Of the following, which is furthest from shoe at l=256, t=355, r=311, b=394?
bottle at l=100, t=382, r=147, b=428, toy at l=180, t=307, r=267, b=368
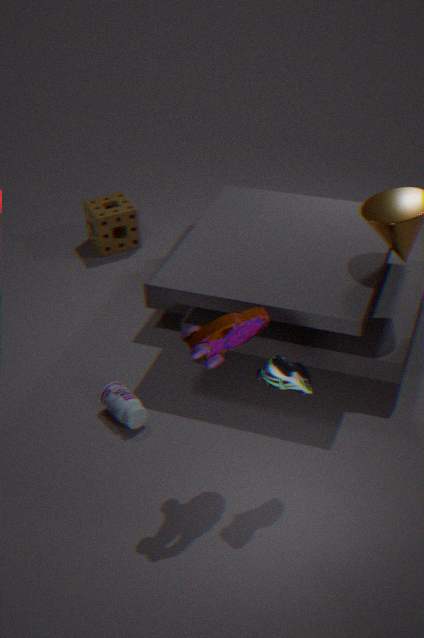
bottle at l=100, t=382, r=147, b=428
